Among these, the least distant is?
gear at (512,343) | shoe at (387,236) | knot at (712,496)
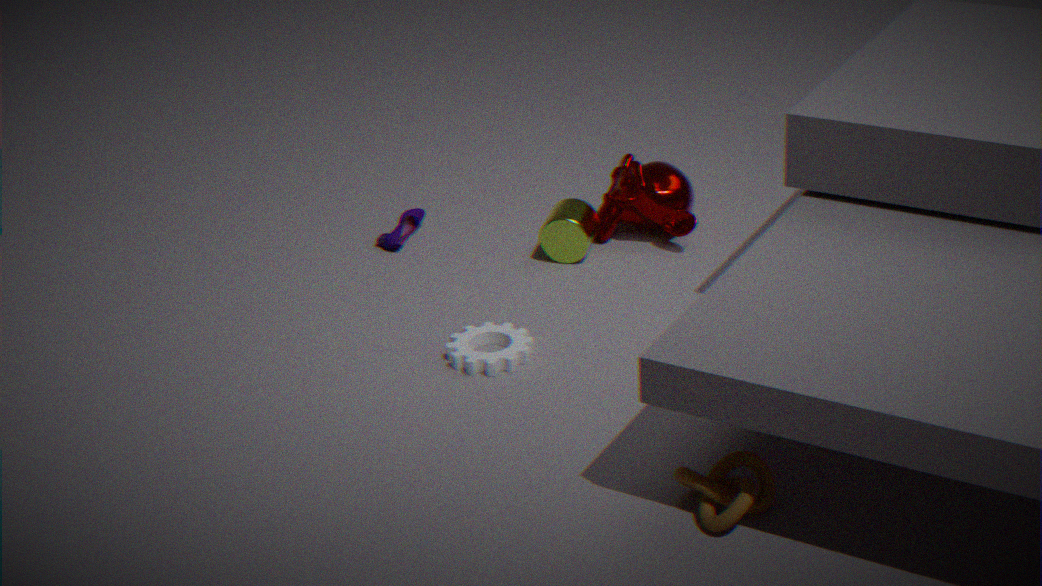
knot at (712,496)
